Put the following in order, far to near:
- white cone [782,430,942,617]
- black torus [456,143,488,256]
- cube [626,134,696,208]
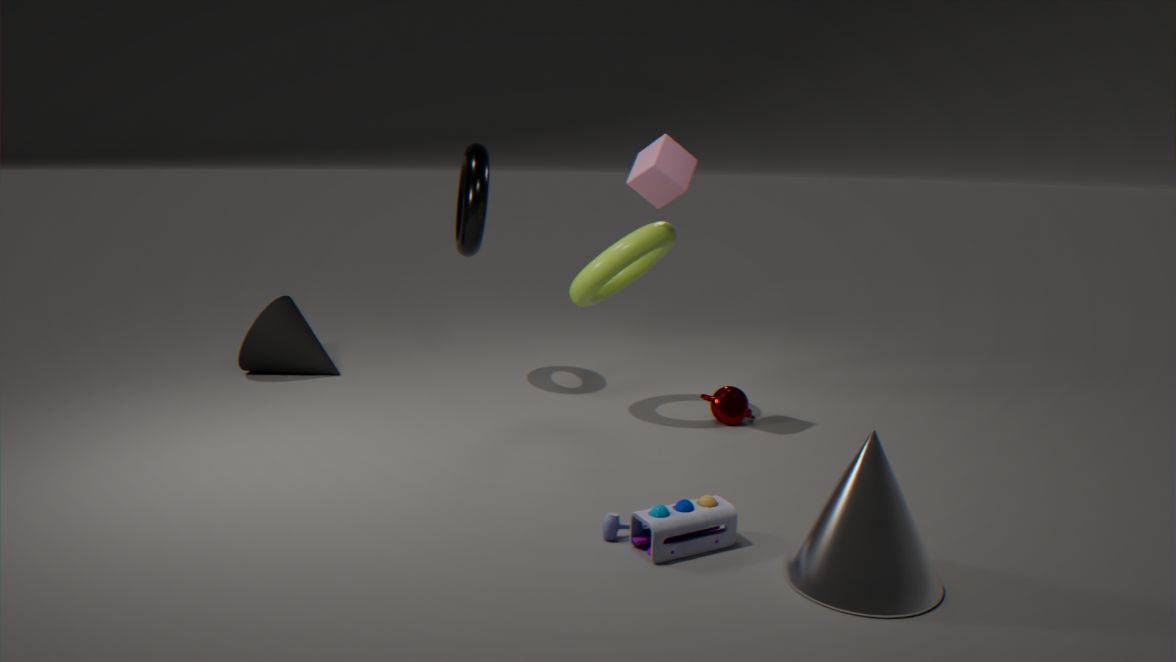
black torus [456,143,488,256] → cube [626,134,696,208] → white cone [782,430,942,617]
